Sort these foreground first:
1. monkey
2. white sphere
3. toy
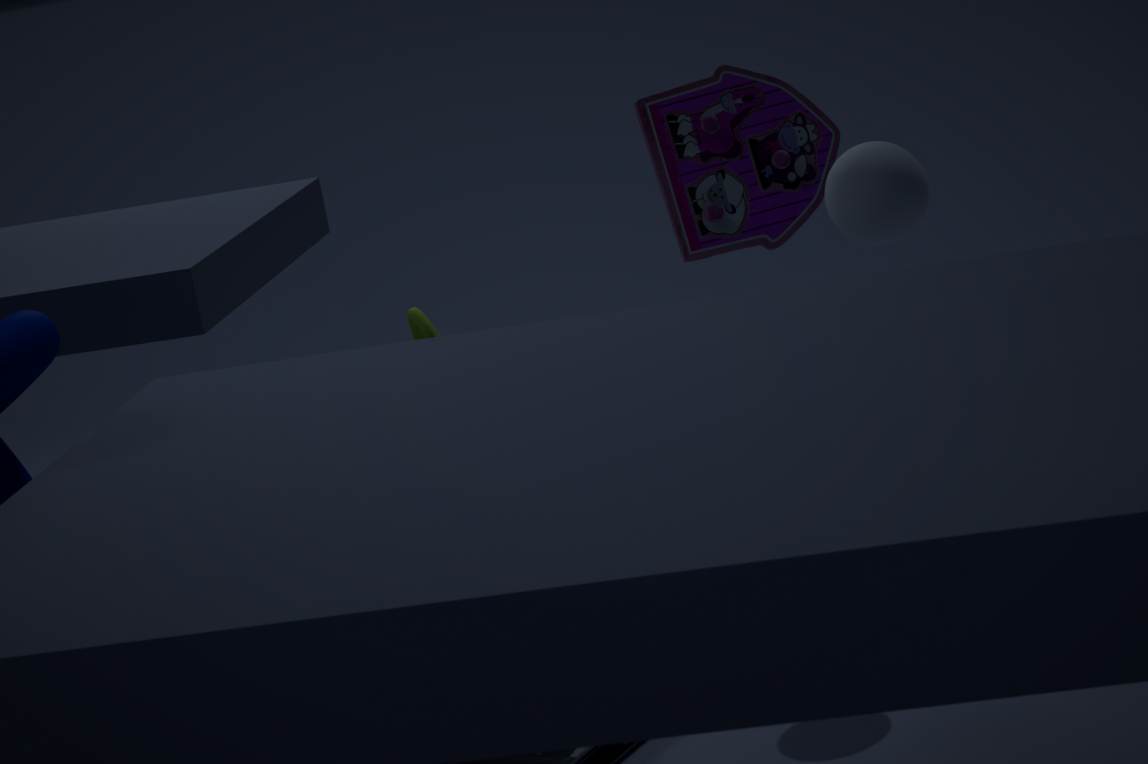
monkey → white sphere → toy
